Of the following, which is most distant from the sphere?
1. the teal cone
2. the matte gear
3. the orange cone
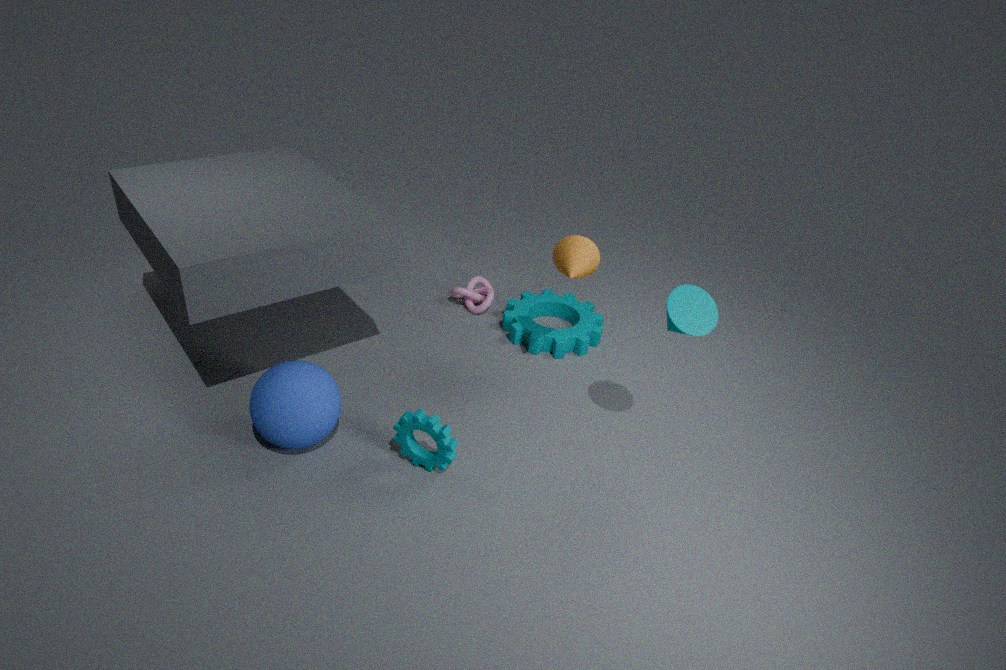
the teal cone
